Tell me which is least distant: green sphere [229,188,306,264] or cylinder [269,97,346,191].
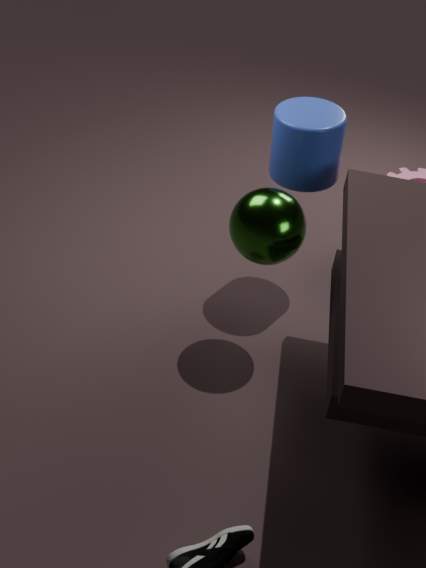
green sphere [229,188,306,264]
